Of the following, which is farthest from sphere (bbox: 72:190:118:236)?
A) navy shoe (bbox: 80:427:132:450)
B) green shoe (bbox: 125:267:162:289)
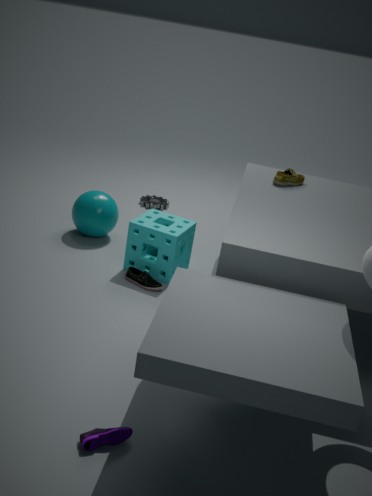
navy shoe (bbox: 80:427:132:450)
